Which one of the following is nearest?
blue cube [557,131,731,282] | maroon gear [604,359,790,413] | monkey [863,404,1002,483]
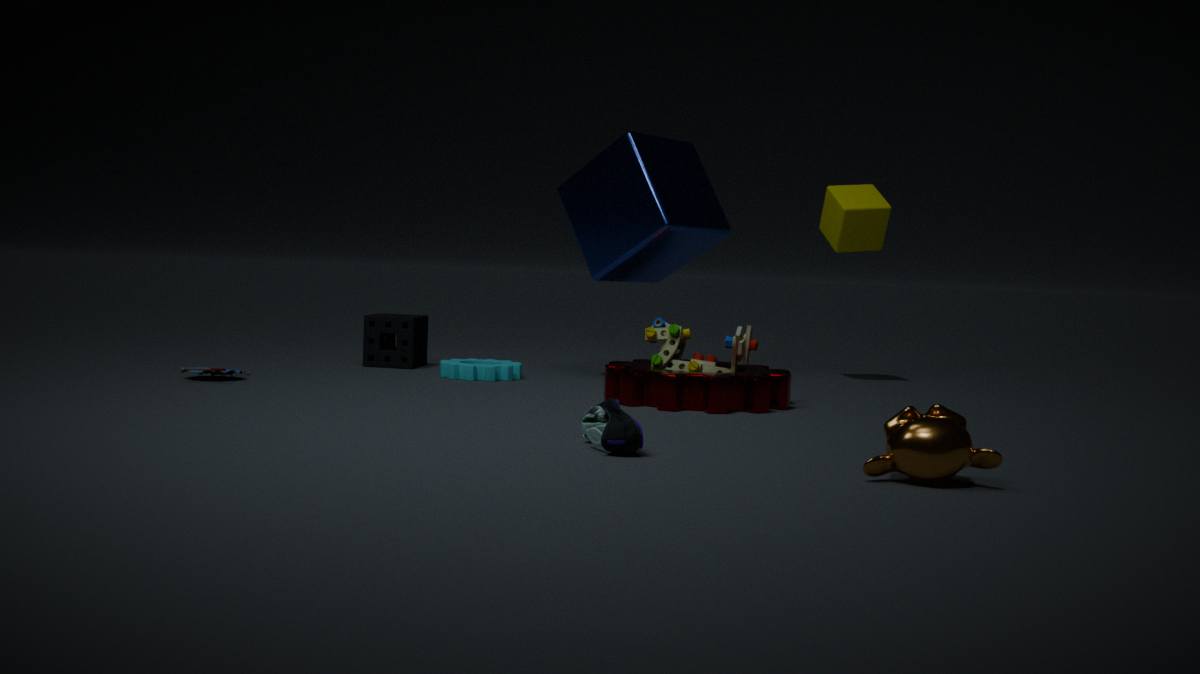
monkey [863,404,1002,483]
